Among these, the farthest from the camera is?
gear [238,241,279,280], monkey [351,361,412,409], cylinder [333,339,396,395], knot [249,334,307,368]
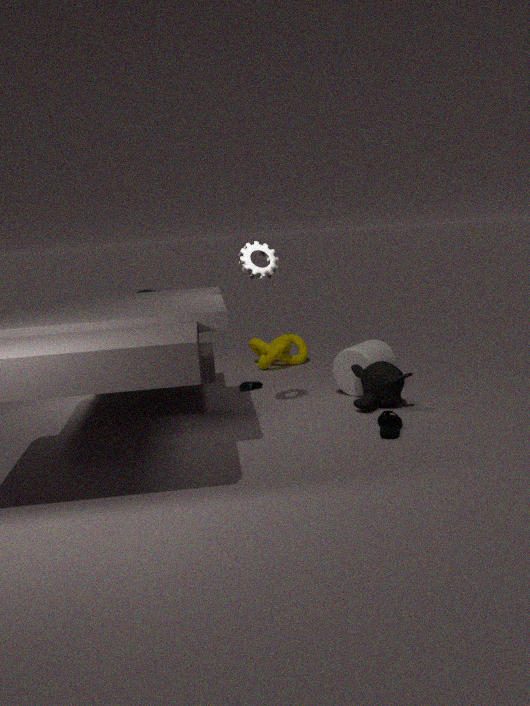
knot [249,334,307,368]
